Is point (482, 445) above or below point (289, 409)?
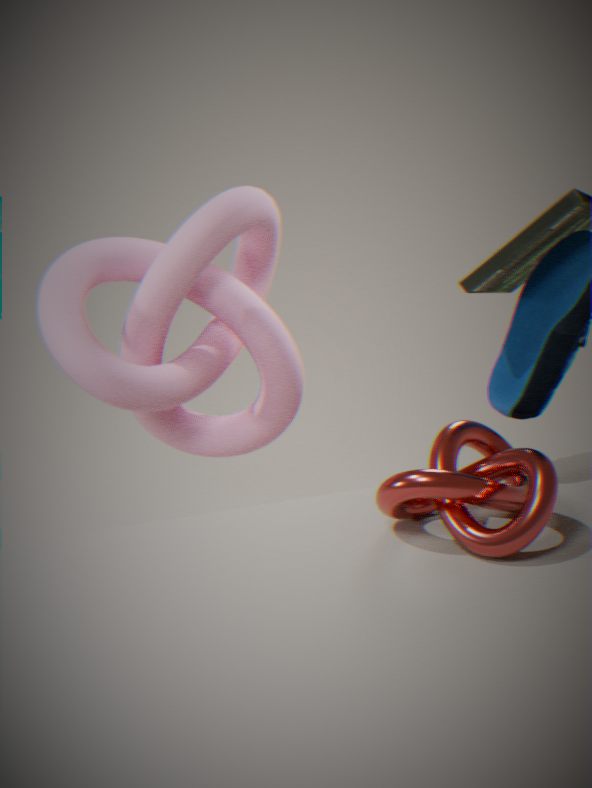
below
